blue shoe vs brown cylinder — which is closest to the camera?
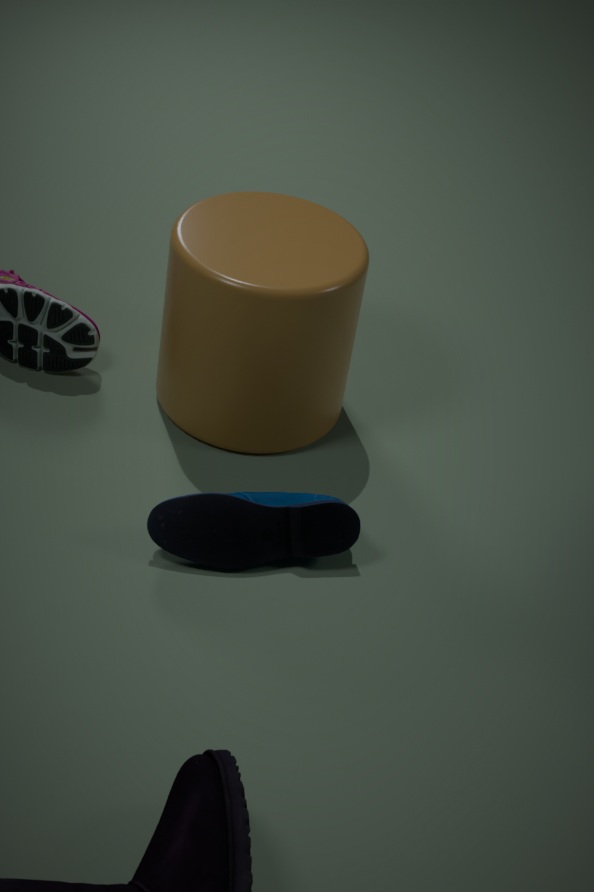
blue shoe
